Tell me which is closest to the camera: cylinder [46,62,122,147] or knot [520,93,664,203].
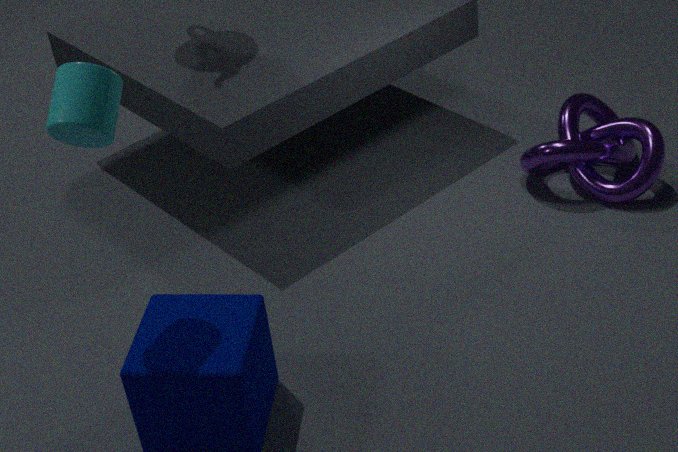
cylinder [46,62,122,147]
